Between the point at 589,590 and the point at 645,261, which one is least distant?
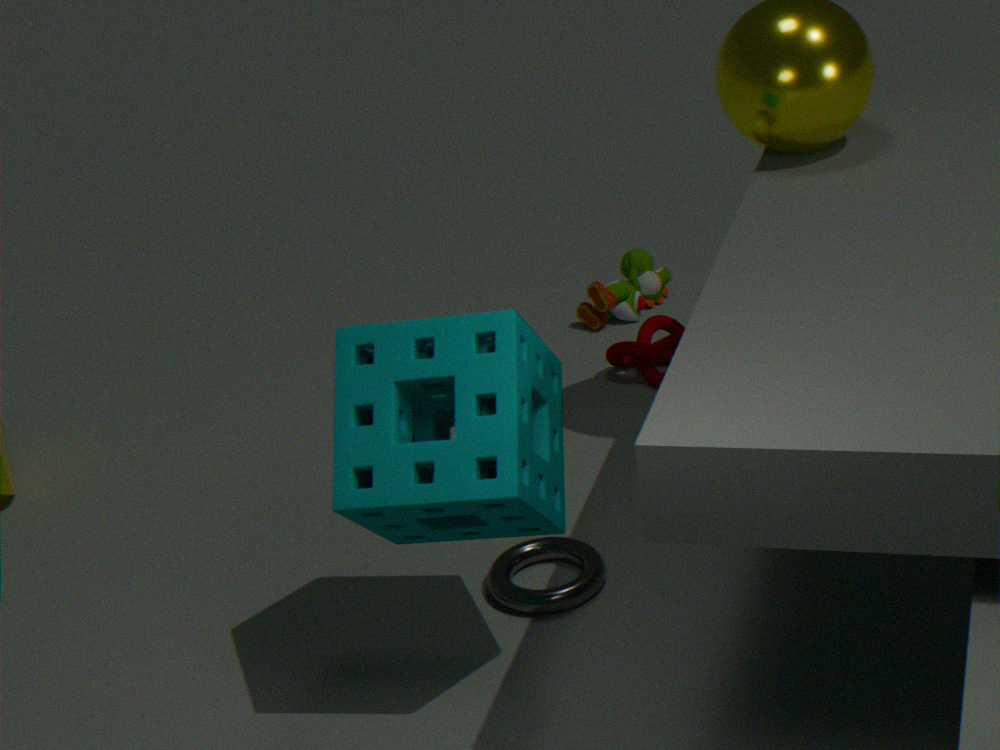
the point at 589,590
